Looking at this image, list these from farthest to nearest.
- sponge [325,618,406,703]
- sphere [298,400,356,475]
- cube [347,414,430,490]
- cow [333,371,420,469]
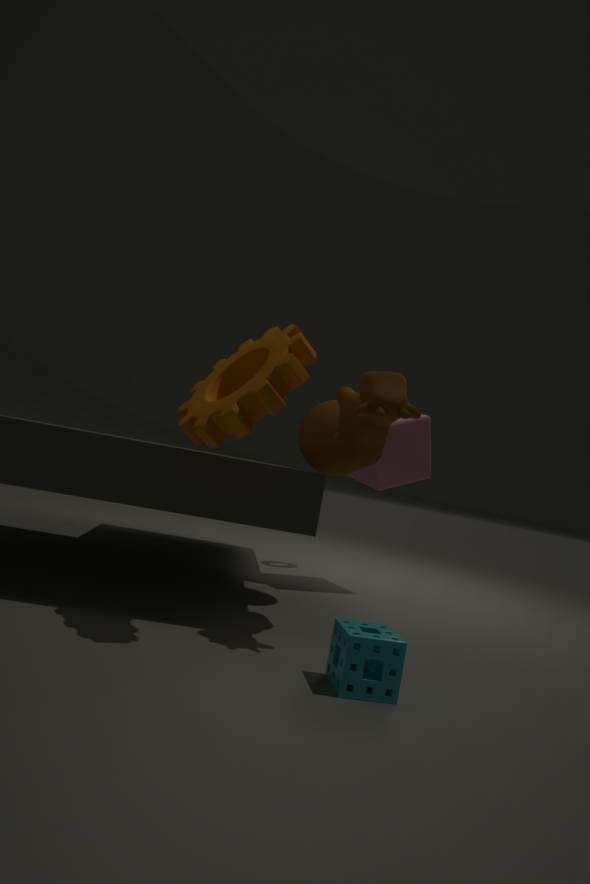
cube [347,414,430,490], sphere [298,400,356,475], cow [333,371,420,469], sponge [325,618,406,703]
